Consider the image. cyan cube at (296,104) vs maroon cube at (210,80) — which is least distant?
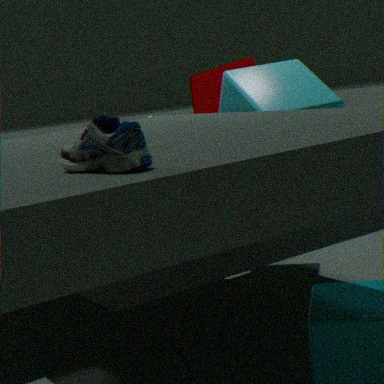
cyan cube at (296,104)
